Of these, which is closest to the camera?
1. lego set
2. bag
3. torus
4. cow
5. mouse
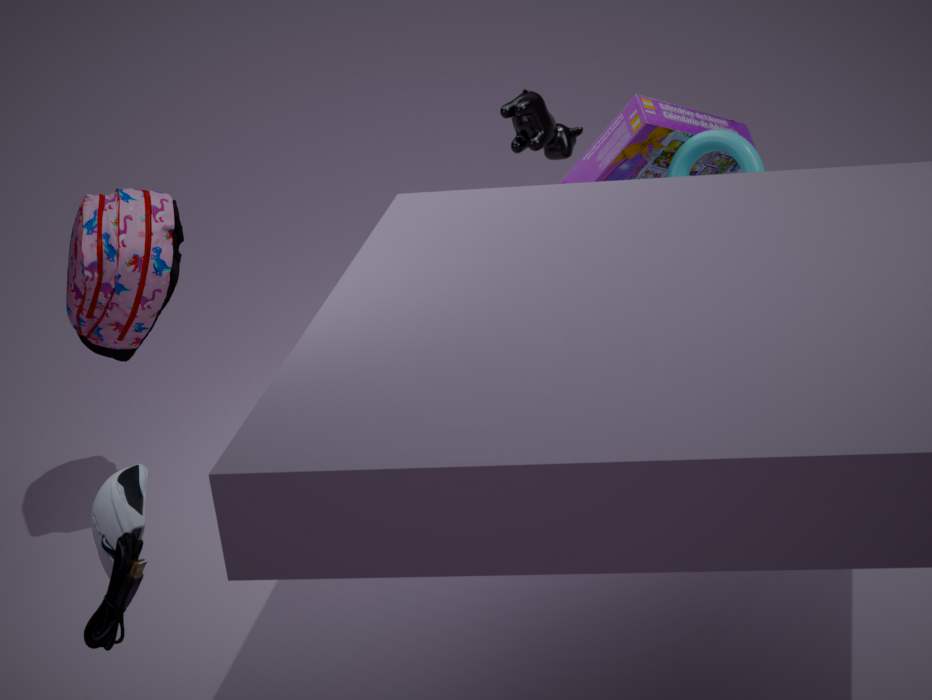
mouse
